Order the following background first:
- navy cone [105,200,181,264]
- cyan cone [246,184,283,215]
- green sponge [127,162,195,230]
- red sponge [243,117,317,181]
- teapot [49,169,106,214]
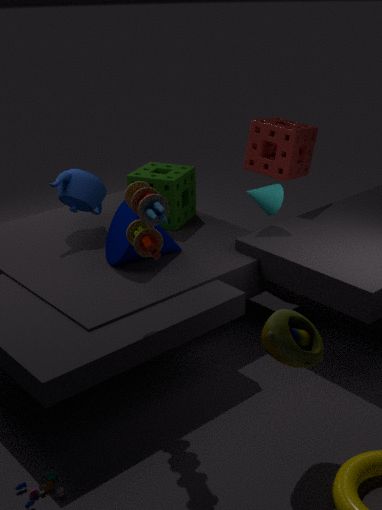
red sponge [243,117,317,181] → green sponge [127,162,195,230] → teapot [49,169,106,214] → cyan cone [246,184,283,215] → navy cone [105,200,181,264]
